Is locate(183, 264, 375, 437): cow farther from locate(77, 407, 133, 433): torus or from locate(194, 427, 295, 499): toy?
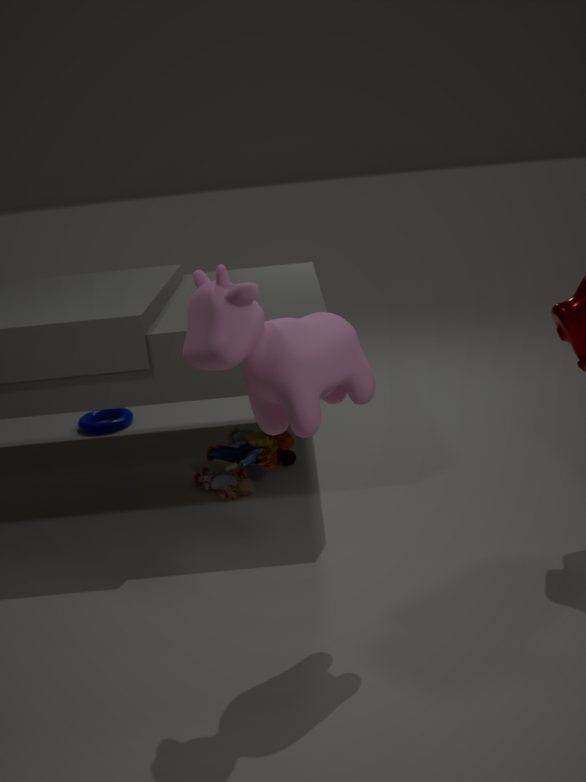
locate(77, 407, 133, 433): torus
